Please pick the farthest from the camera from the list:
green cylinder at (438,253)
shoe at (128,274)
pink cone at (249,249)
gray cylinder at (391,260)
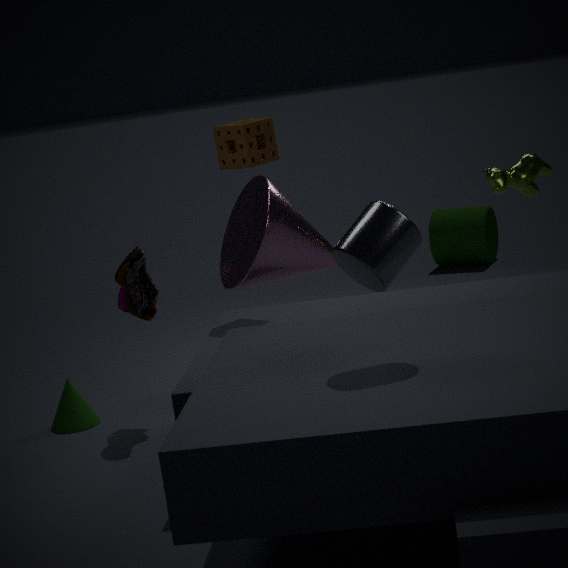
green cylinder at (438,253)
